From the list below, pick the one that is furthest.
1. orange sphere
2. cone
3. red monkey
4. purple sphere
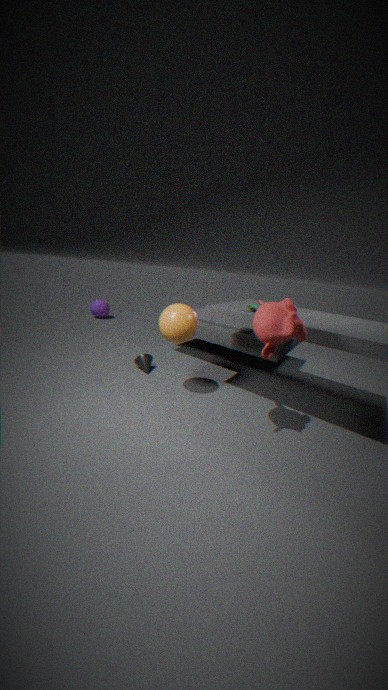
purple sphere
